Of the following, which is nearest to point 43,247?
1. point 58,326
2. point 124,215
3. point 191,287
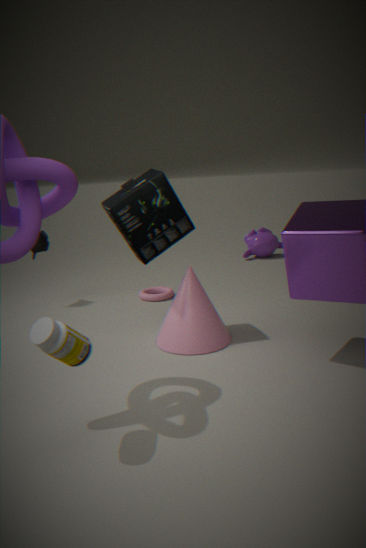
point 124,215
